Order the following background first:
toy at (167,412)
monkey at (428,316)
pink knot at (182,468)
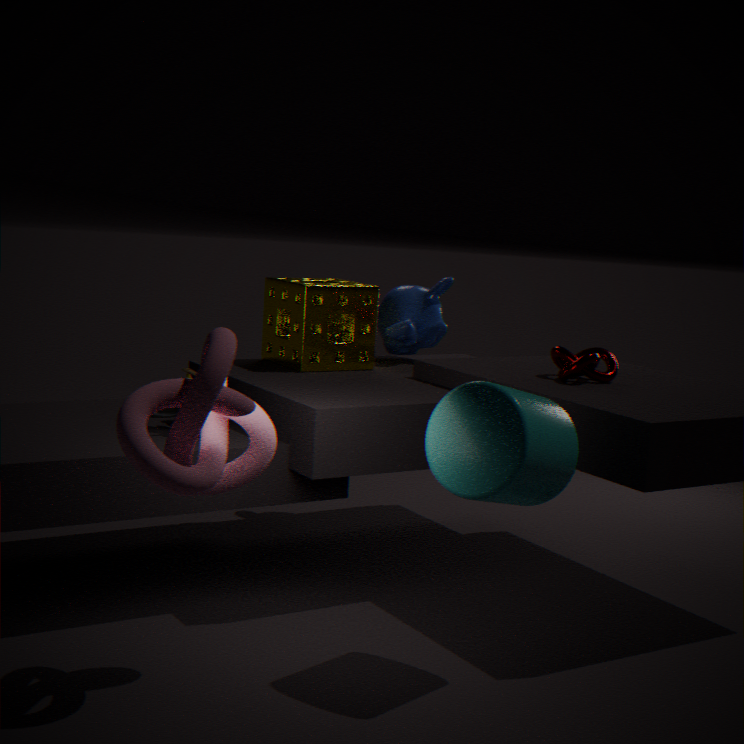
monkey at (428,316) → toy at (167,412) → pink knot at (182,468)
